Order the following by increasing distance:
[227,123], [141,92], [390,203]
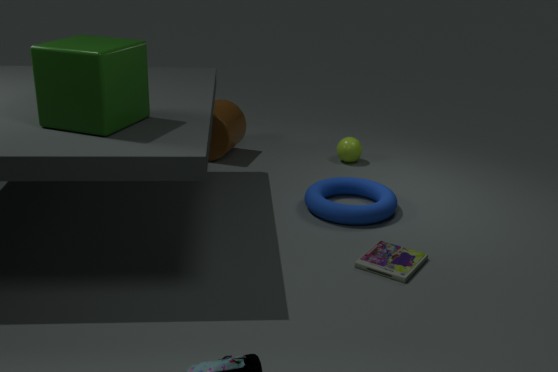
[141,92], [390,203], [227,123]
